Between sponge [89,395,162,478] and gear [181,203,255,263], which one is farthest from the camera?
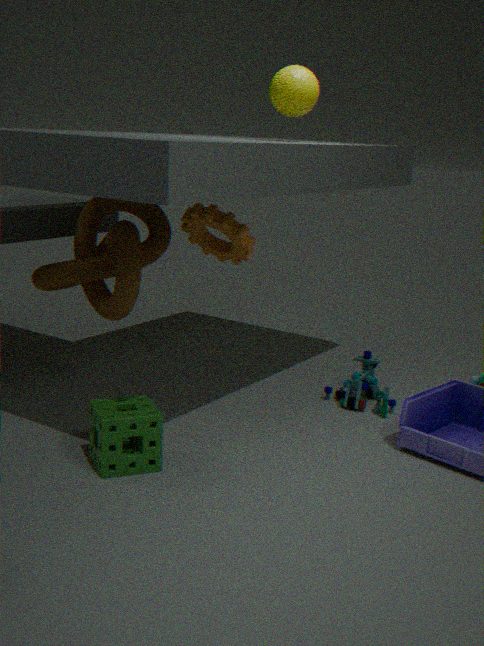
gear [181,203,255,263]
